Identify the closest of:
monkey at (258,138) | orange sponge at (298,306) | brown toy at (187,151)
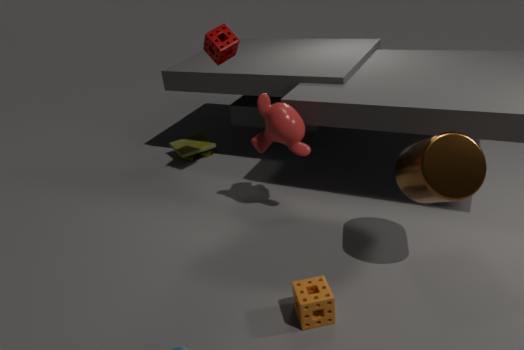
orange sponge at (298,306)
